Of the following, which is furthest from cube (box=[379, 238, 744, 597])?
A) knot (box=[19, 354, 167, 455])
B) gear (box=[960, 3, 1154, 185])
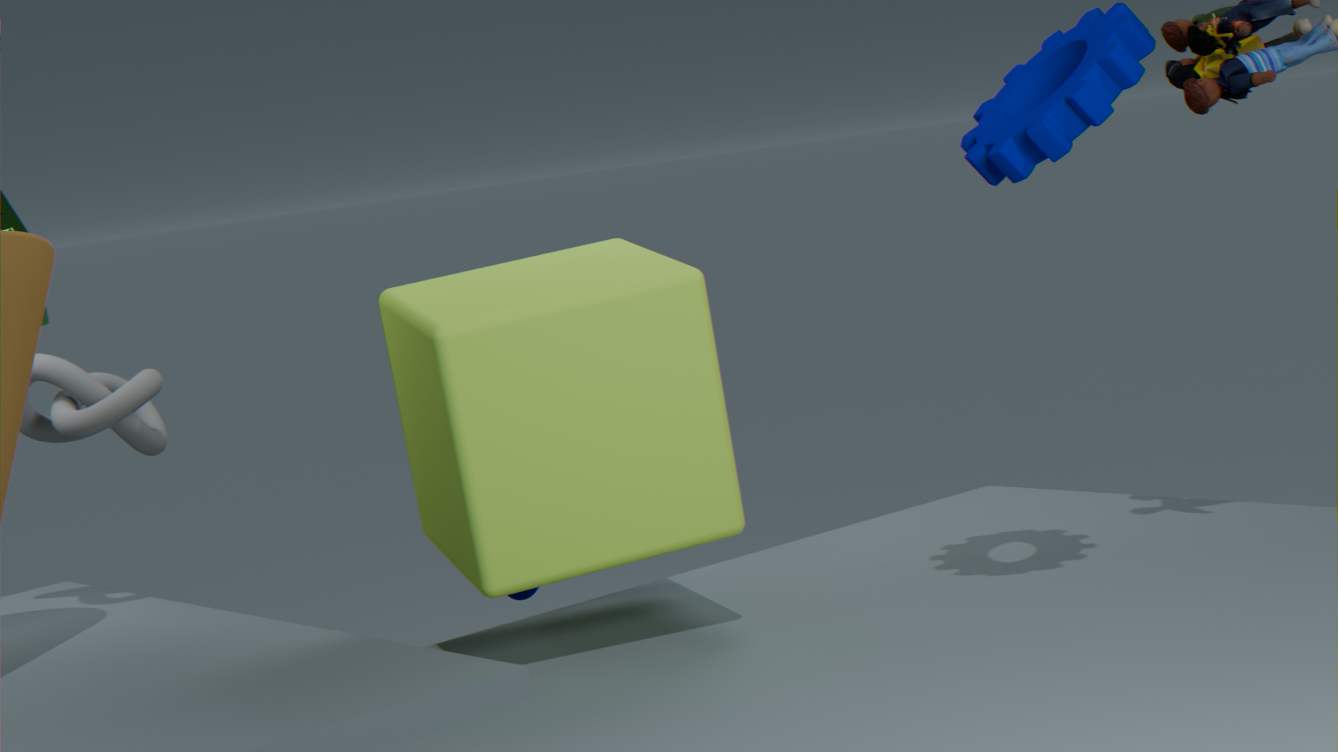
knot (box=[19, 354, 167, 455])
